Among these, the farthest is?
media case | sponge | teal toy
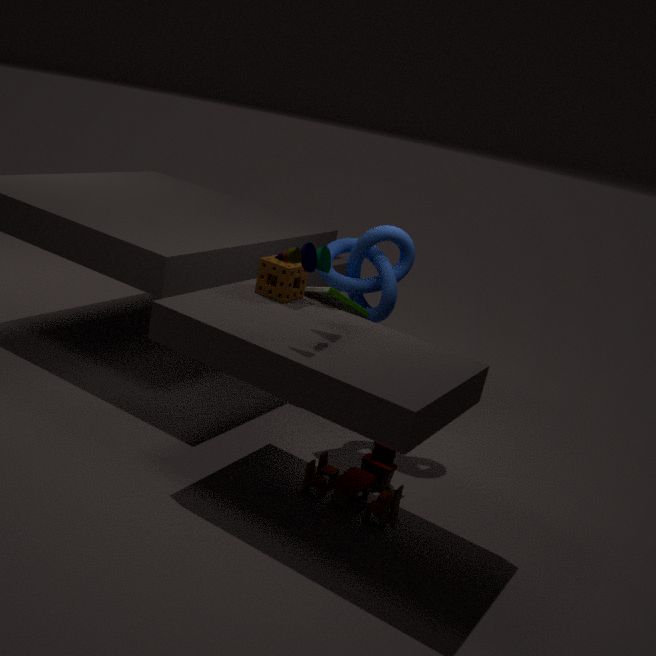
media case
